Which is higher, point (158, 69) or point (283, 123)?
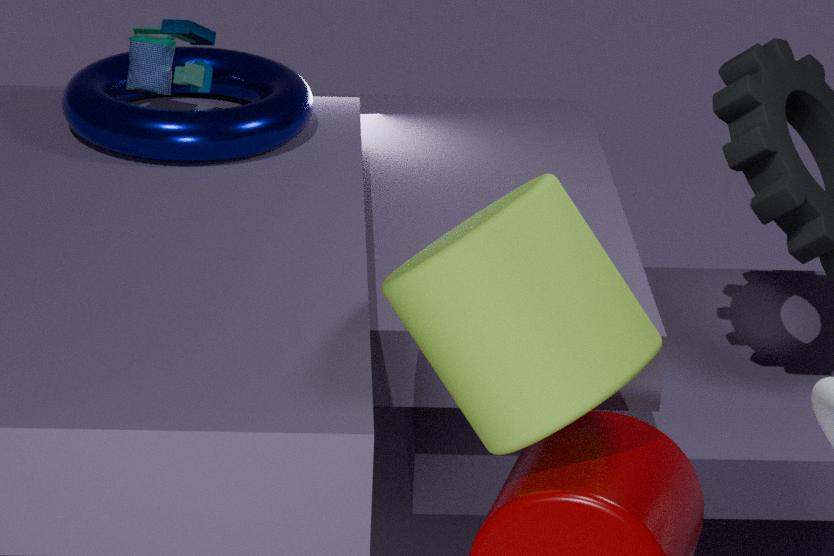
point (158, 69)
